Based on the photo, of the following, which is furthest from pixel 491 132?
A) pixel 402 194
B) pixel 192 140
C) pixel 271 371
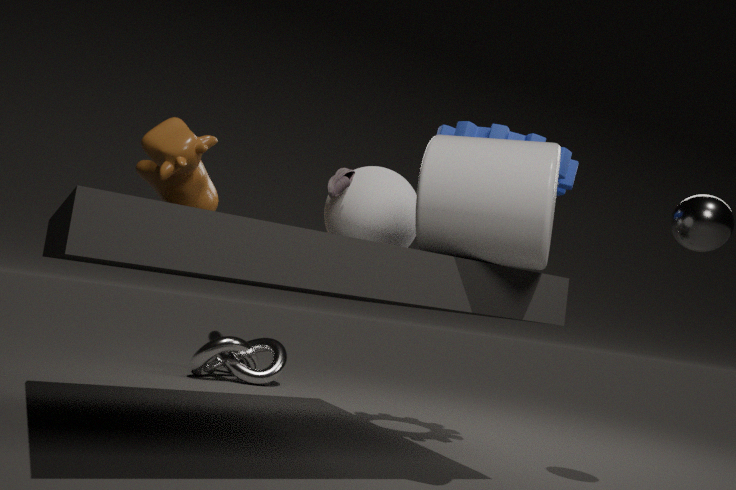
pixel 271 371
